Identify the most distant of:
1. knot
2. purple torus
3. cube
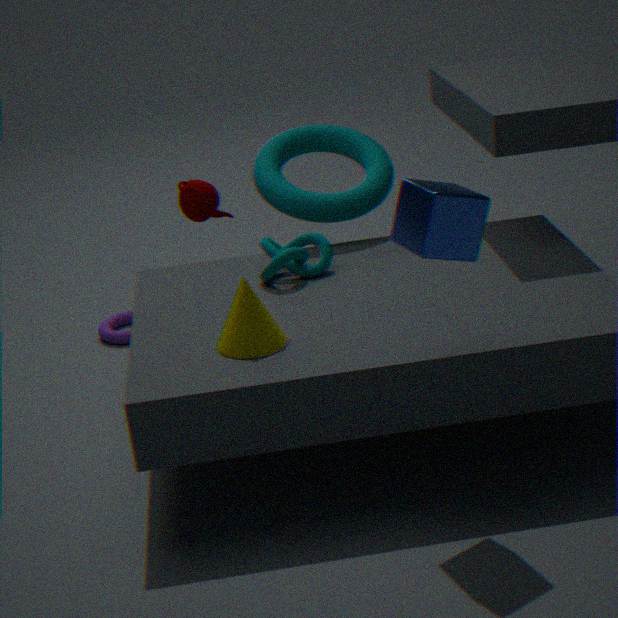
purple torus
